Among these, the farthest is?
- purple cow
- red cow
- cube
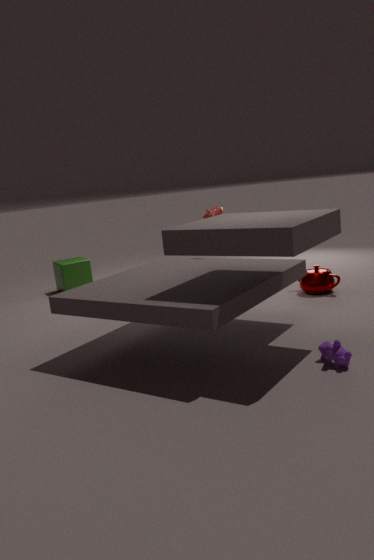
cube
